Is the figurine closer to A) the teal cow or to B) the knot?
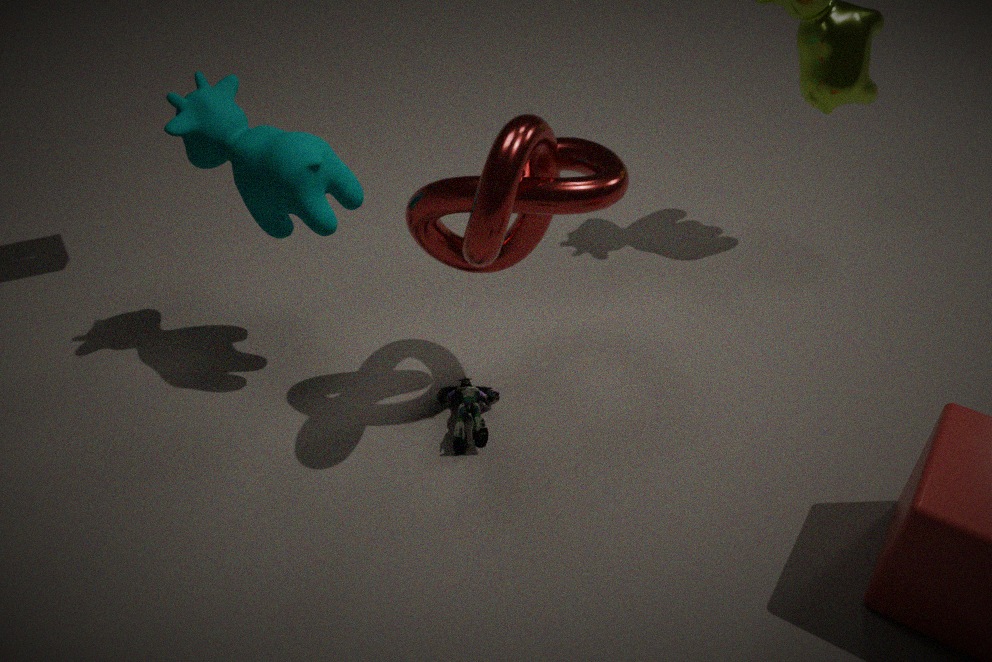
B) the knot
